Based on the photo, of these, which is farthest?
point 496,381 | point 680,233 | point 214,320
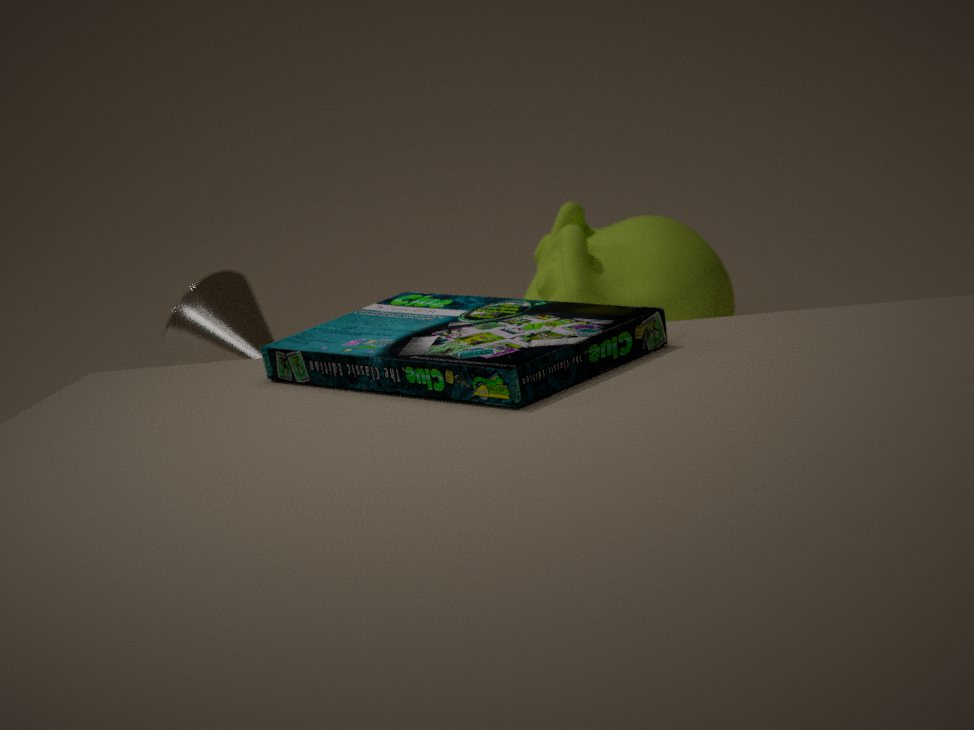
point 214,320
